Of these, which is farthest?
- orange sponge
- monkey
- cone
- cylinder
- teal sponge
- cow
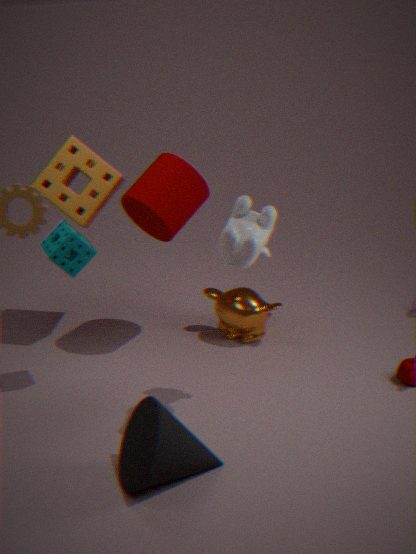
monkey
